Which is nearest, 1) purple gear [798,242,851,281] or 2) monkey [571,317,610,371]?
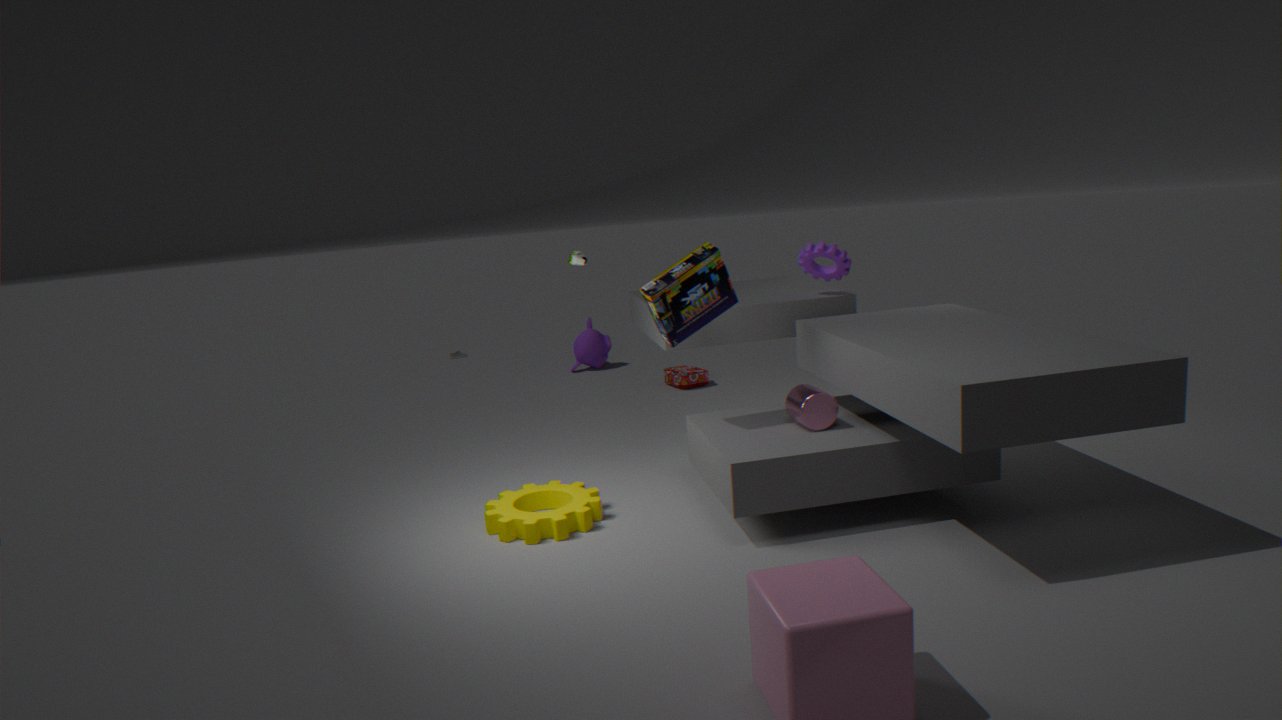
1. purple gear [798,242,851,281]
